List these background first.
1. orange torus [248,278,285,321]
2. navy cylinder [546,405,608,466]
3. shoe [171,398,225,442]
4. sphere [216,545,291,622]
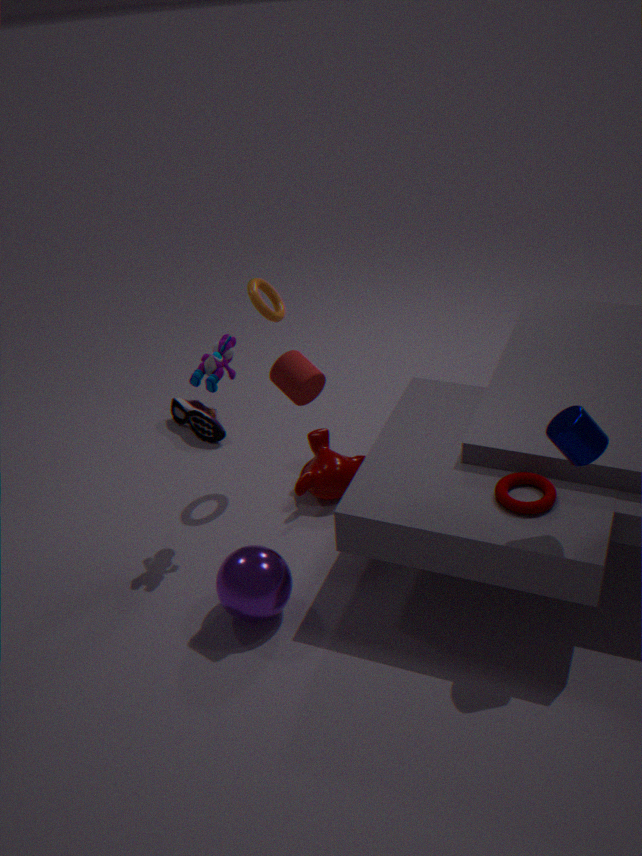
shoe [171,398,225,442]
orange torus [248,278,285,321]
sphere [216,545,291,622]
navy cylinder [546,405,608,466]
